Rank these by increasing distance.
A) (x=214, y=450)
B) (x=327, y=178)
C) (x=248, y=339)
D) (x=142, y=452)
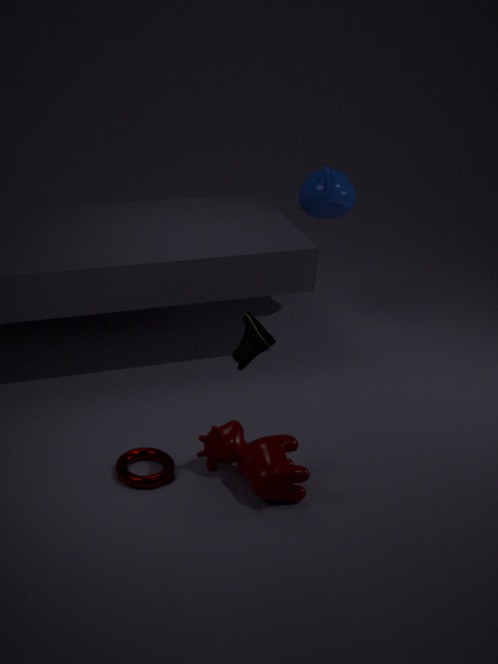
1. C. (x=248, y=339)
2. A. (x=214, y=450)
3. D. (x=142, y=452)
4. B. (x=327, y=178)
